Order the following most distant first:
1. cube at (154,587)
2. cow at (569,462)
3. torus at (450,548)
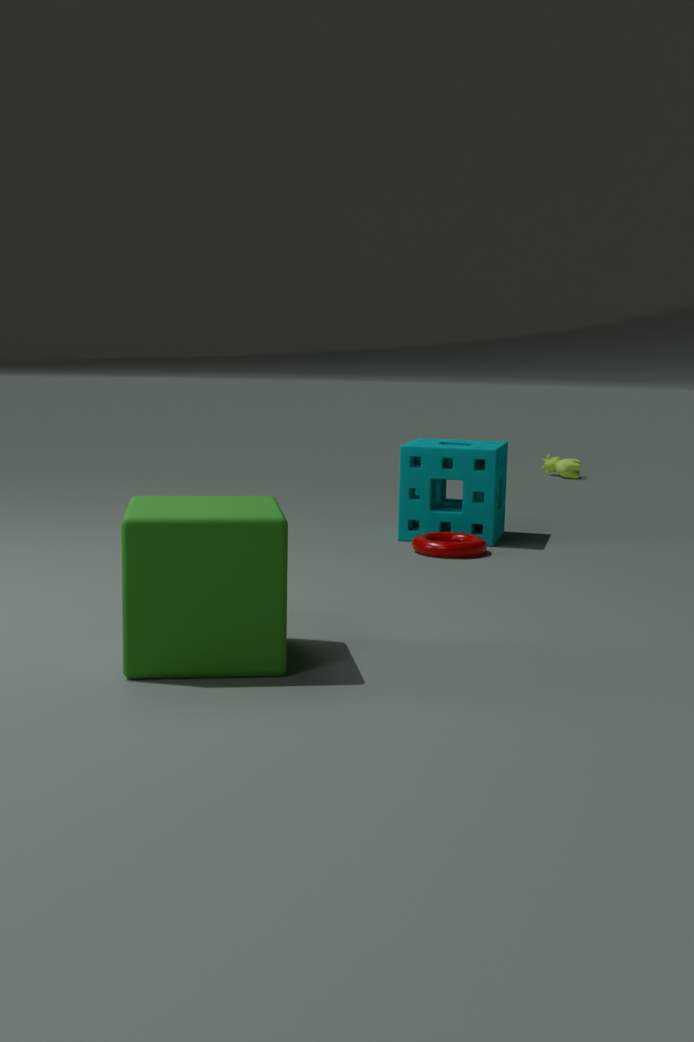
cow at (569,462) < torus at (450,548) < cube at (154,587)
